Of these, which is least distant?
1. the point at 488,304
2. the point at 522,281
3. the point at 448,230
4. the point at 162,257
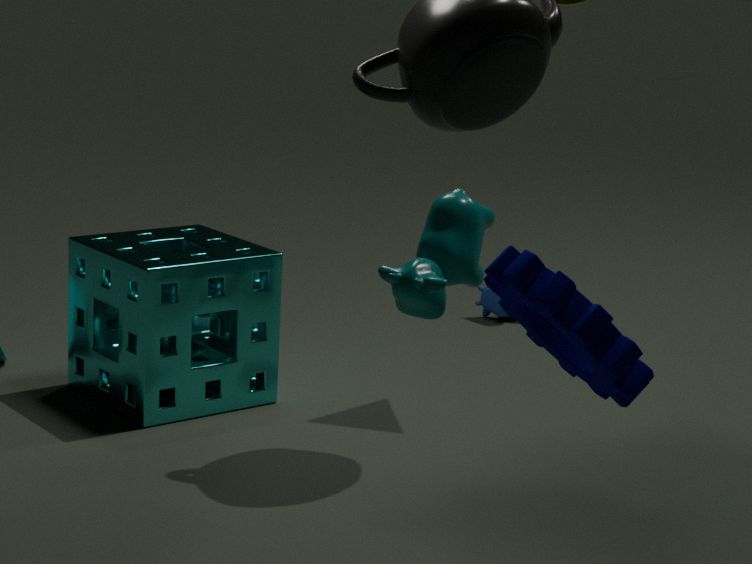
the point at 522,281
